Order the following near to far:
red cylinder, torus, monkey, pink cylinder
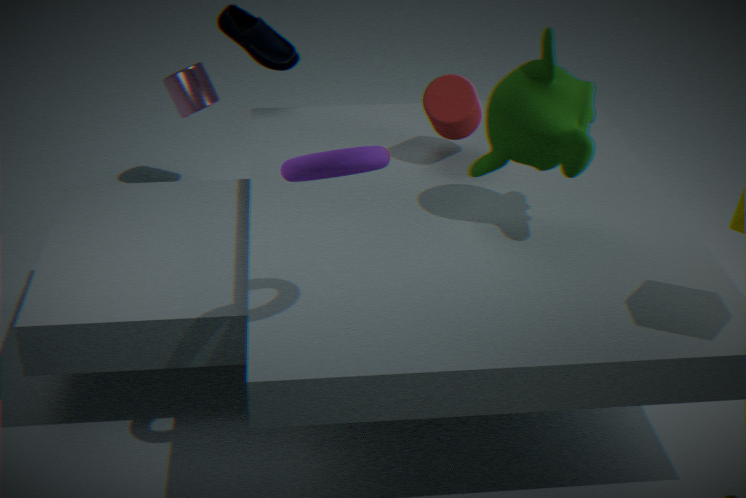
torus < monkey < red cylinder < pink cylinder
